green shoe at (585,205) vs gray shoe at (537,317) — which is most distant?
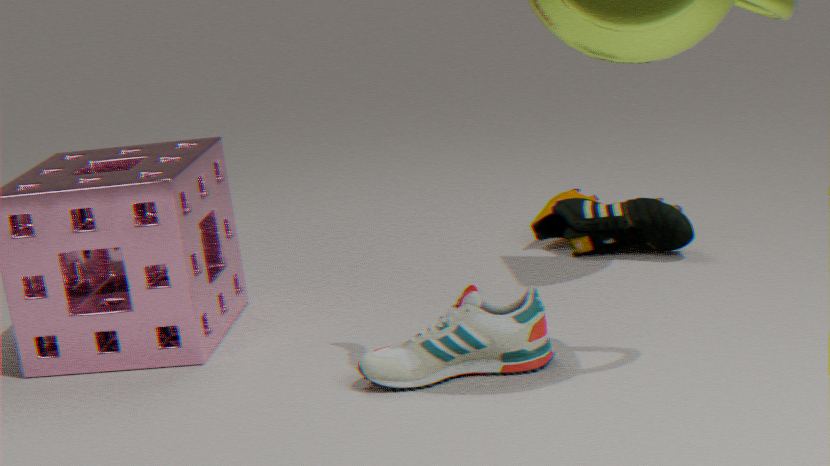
green shoe at (585,205)
